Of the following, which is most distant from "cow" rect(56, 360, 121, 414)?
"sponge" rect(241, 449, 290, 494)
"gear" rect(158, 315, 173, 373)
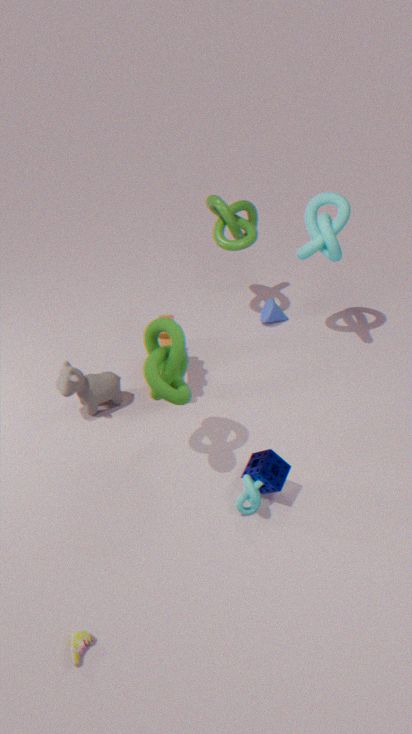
"sponge" rect(241, 449, 290, 494)
